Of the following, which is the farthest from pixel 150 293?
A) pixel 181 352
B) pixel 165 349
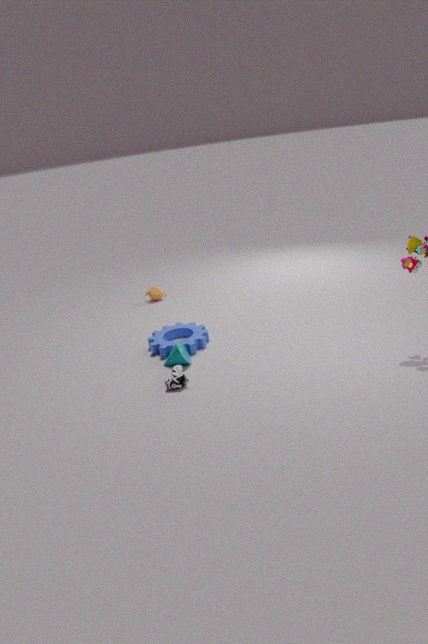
pixel 181 352
